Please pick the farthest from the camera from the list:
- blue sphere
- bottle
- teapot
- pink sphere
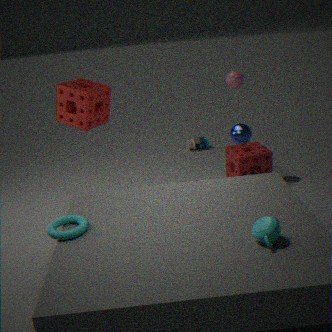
bottle
